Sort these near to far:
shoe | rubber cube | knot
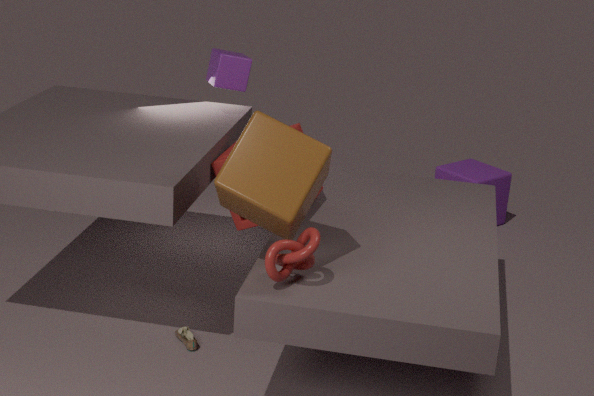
knot → shoe → rubber cube
